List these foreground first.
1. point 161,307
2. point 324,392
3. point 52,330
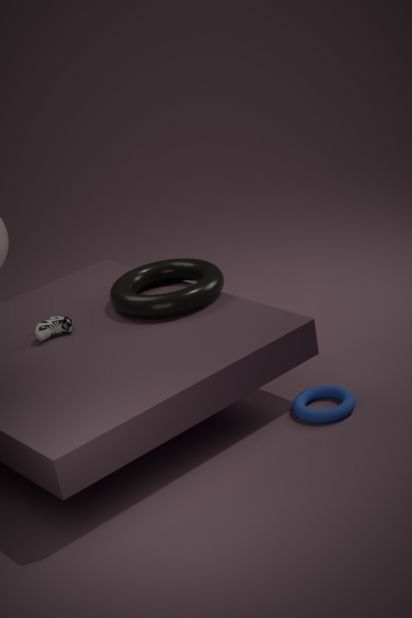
point 324,392 < point 161,307 < point 52,330
